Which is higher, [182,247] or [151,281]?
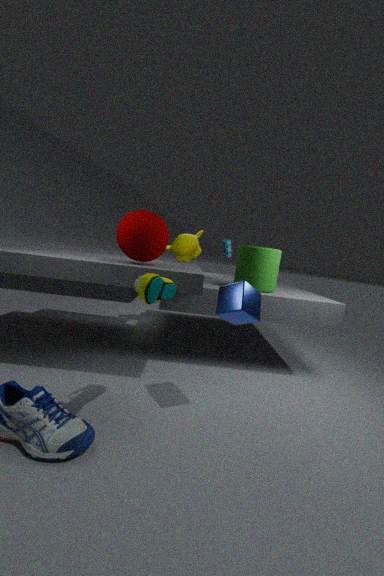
[182,247]
